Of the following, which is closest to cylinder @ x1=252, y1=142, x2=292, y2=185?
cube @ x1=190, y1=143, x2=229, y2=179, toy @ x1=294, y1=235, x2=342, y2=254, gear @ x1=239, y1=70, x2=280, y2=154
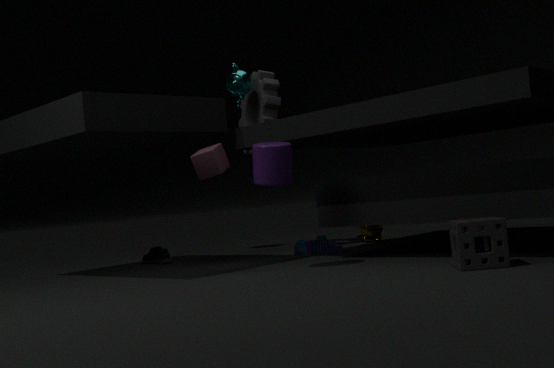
toy @ x1=294, y1=235, x2=342, y2=254
